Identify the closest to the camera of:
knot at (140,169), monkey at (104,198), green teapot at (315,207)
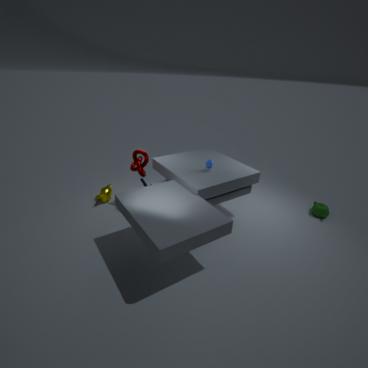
knot at (140,169)
